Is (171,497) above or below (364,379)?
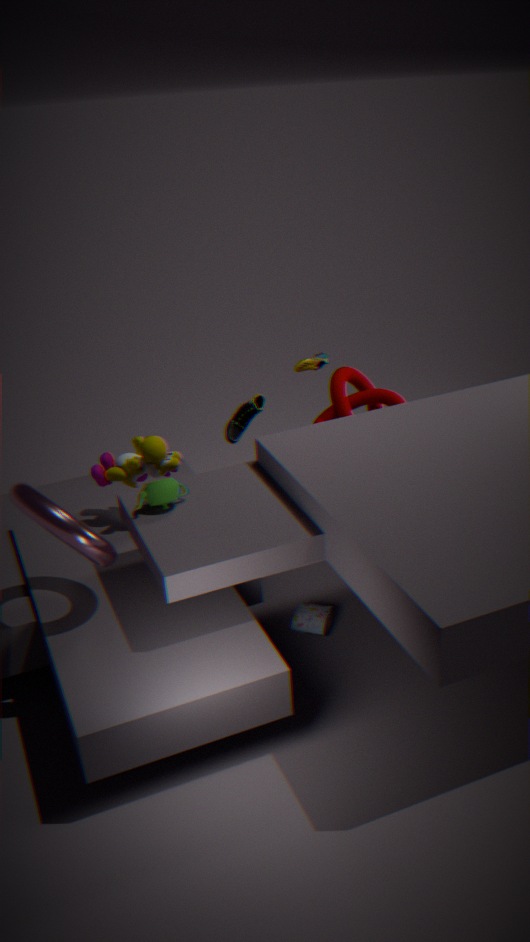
above
